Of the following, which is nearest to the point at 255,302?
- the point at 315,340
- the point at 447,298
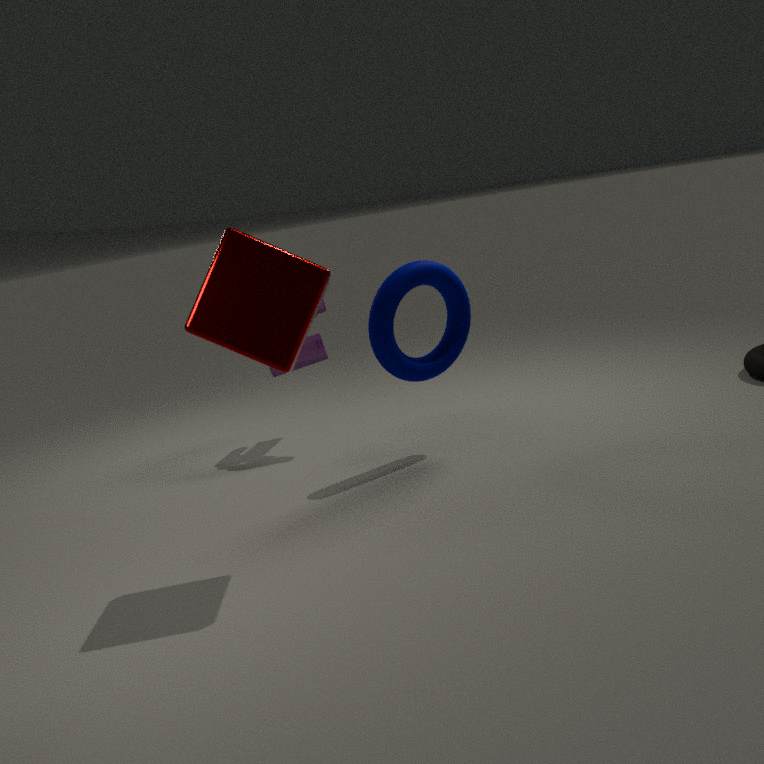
the point at 447,298
